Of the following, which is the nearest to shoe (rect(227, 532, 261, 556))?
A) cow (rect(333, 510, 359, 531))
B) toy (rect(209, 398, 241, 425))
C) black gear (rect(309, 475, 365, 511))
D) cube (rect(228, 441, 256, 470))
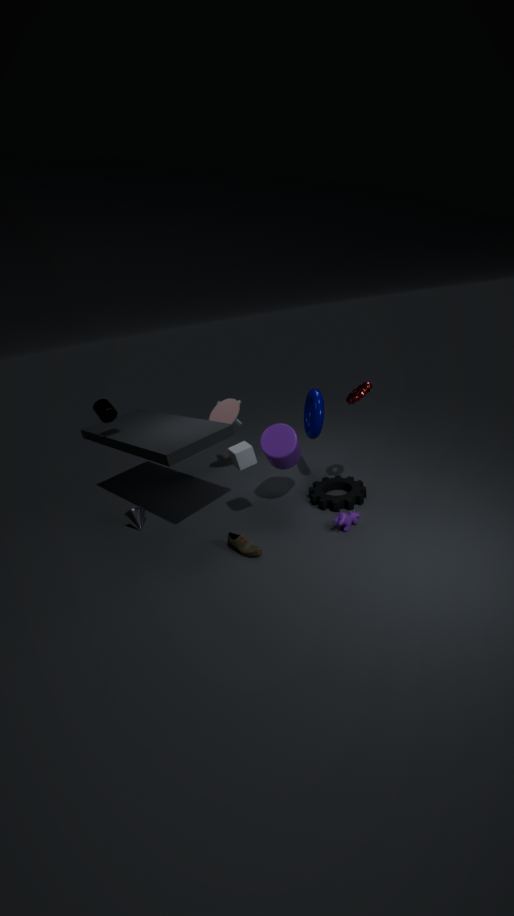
cube (rect(228, 441, 256, 470))
